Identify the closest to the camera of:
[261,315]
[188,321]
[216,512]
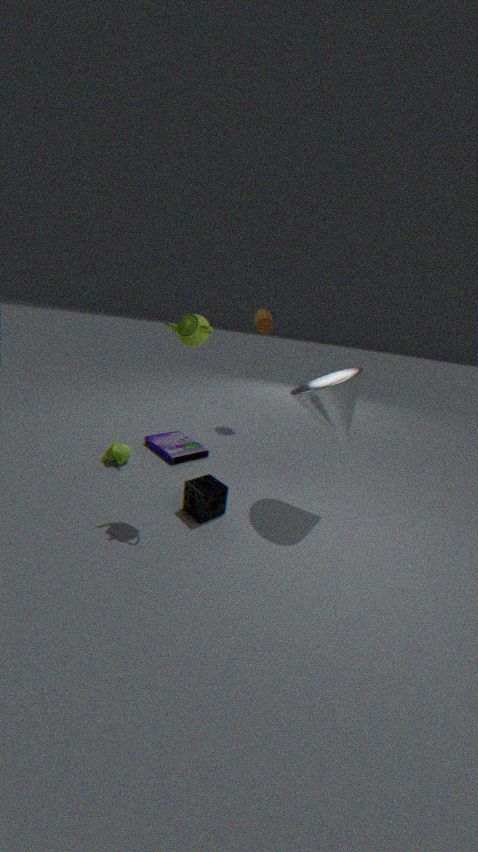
[188,321]
